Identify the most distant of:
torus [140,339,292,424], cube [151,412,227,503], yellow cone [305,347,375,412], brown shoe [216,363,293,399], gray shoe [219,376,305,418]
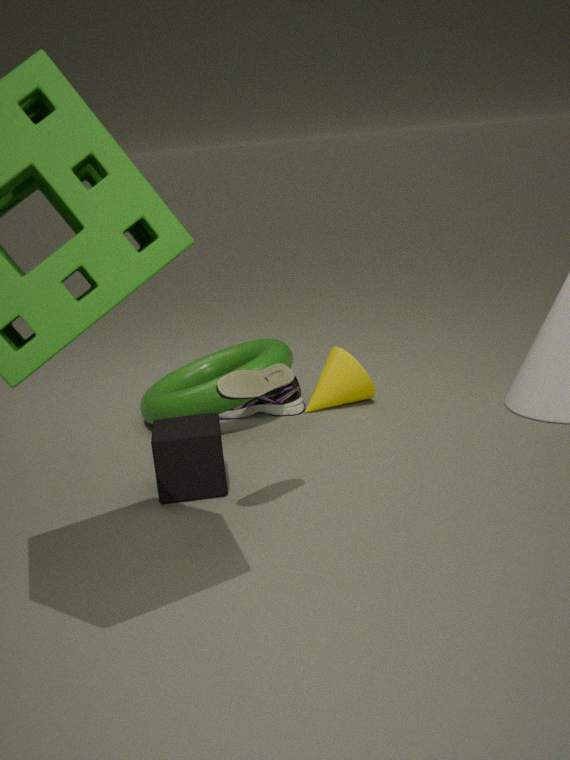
gray shoe [219,376,305,418]
